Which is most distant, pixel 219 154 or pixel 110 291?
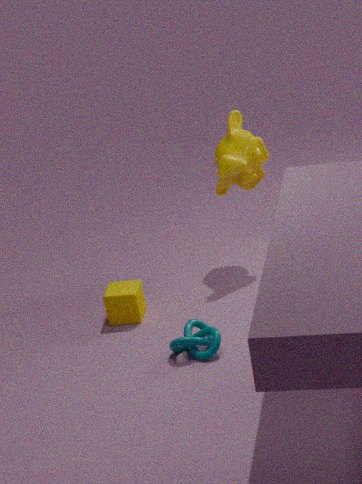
pixel 219 154
